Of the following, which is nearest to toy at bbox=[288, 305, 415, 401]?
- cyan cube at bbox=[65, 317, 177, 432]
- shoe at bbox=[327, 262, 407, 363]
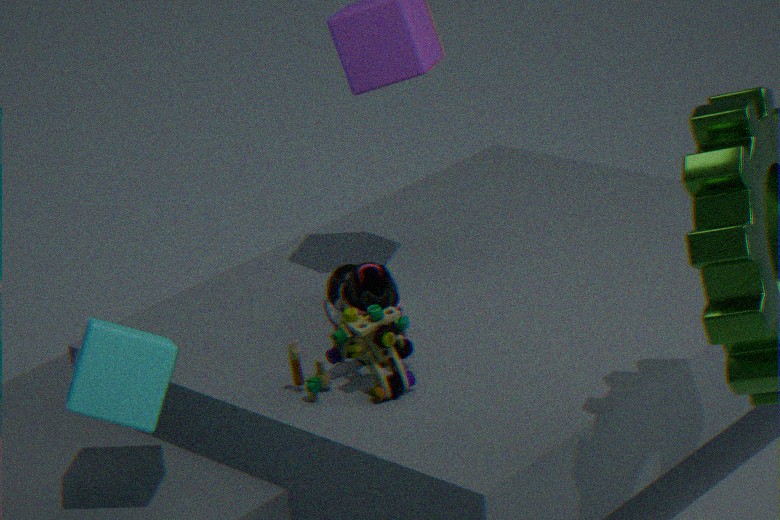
shoe at bbox=[327, 262, 407, 363]
